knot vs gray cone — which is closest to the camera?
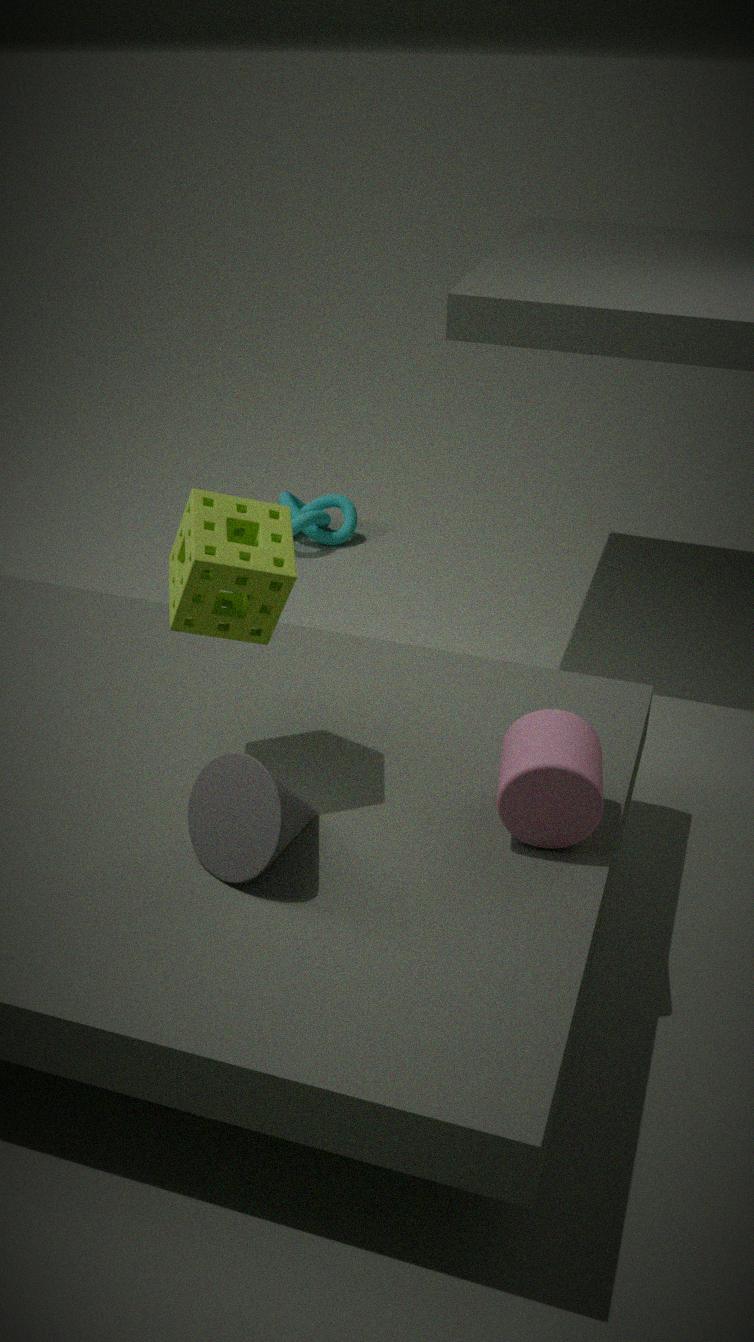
gray cone
